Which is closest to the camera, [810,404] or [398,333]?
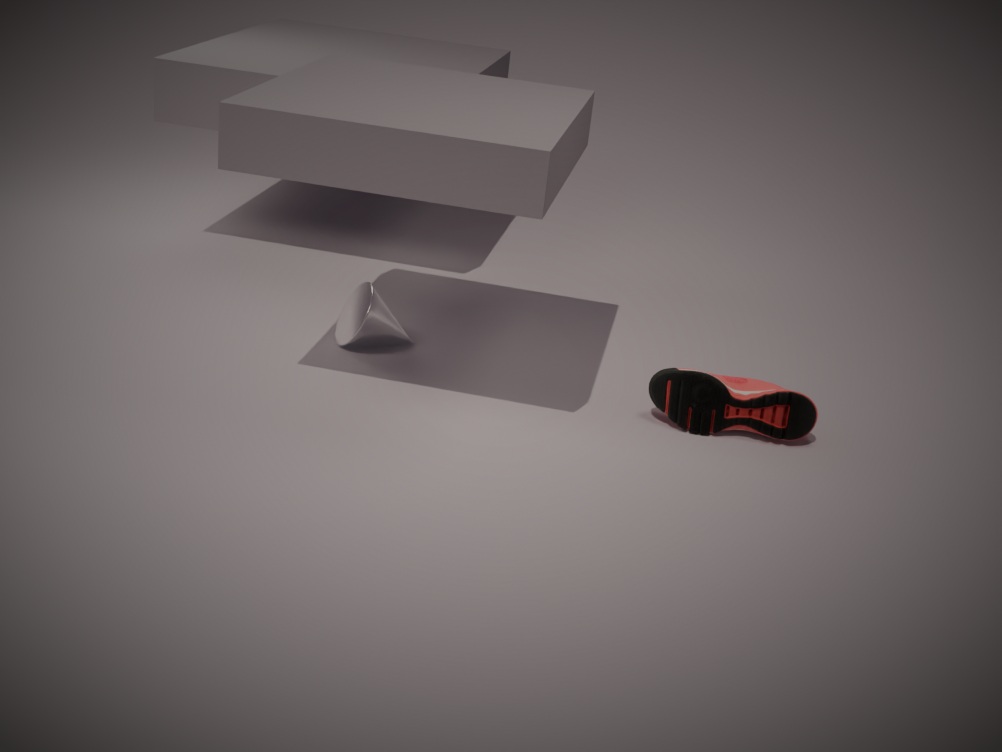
[810,404]
